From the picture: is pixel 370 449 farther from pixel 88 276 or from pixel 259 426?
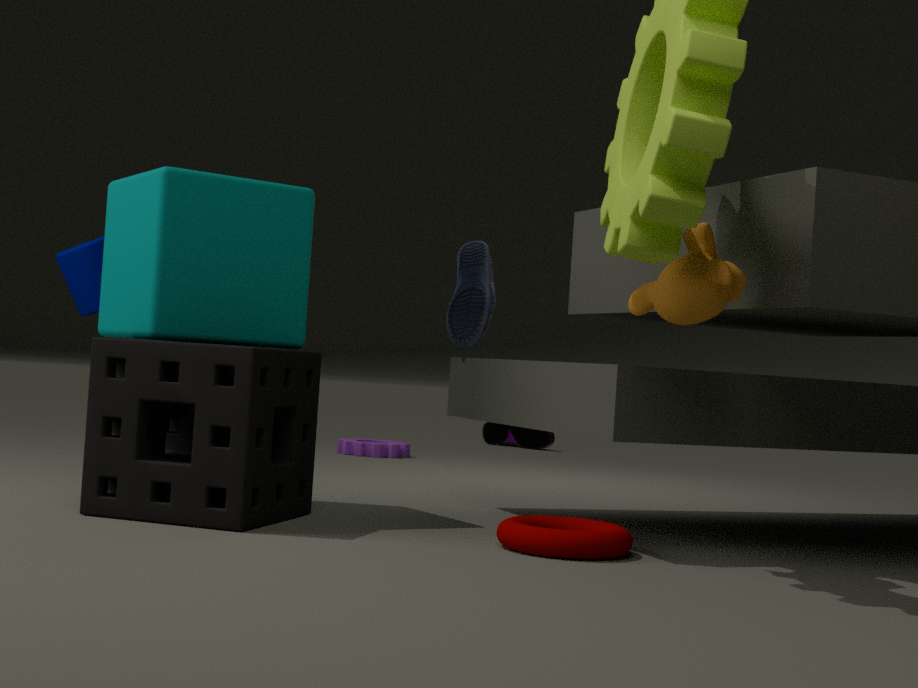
pixel 259 426
